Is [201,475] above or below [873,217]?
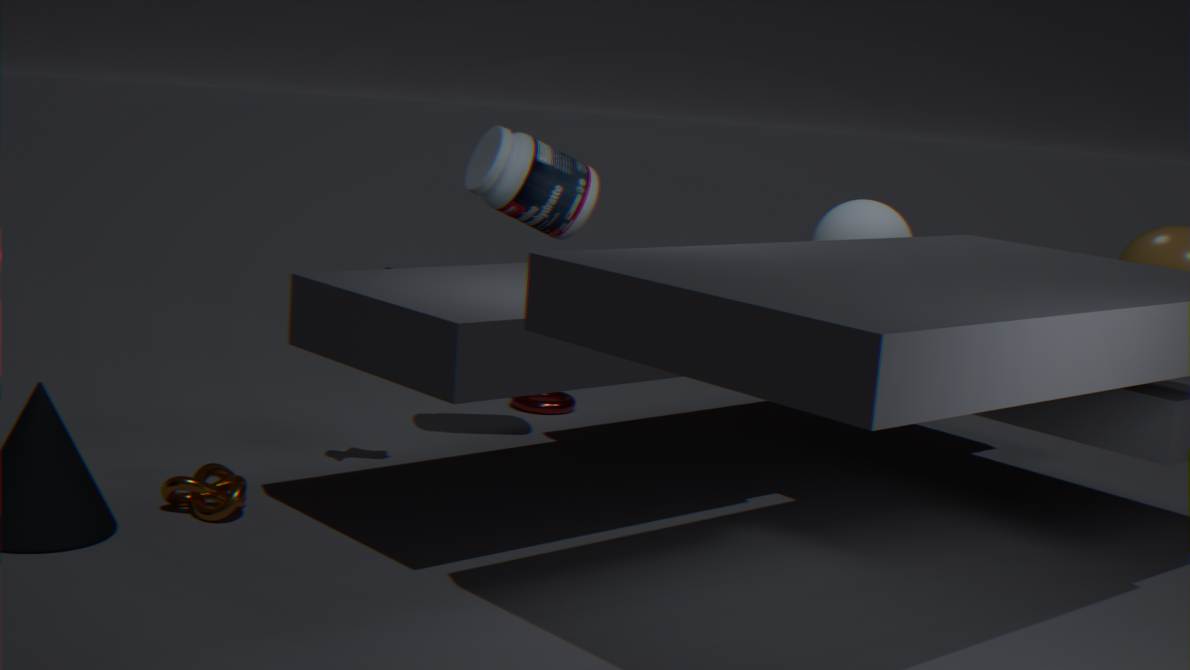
below
